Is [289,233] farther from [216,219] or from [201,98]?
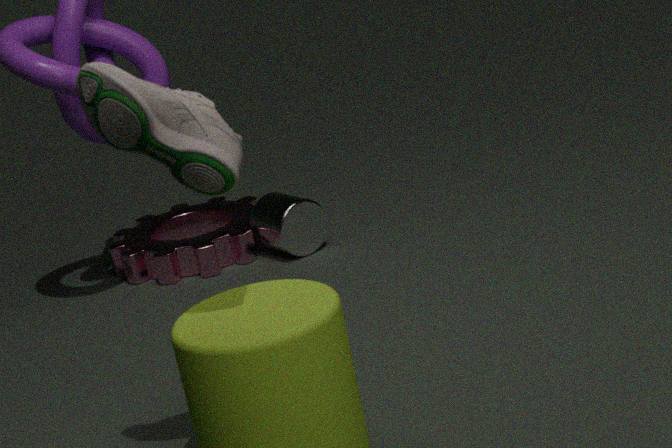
[201,98]
